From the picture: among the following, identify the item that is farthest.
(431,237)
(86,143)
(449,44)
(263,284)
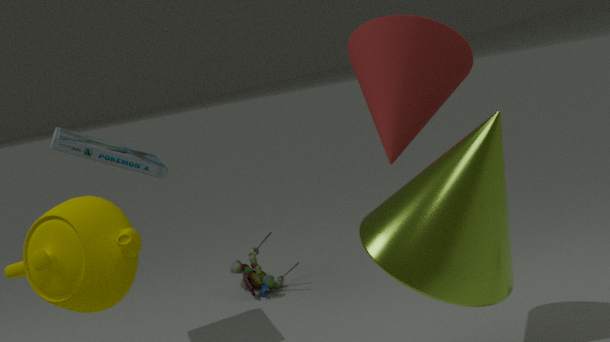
(263,284)
